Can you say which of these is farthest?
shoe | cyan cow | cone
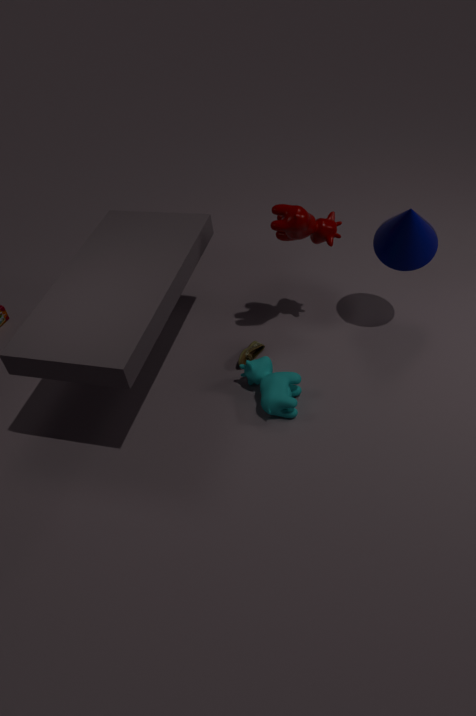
shoe
